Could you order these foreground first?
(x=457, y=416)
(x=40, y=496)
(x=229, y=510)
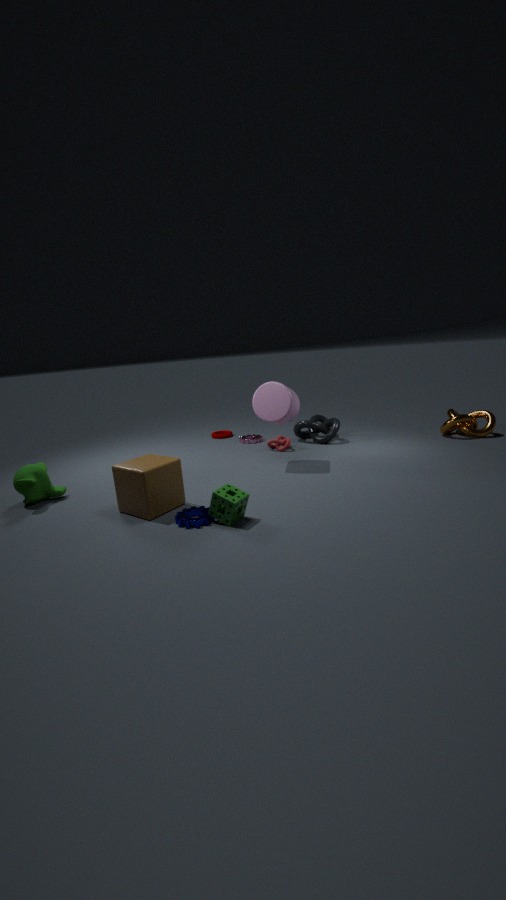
(x=229, y=510) → (x=40, y=496) → (x=457, y=416)
